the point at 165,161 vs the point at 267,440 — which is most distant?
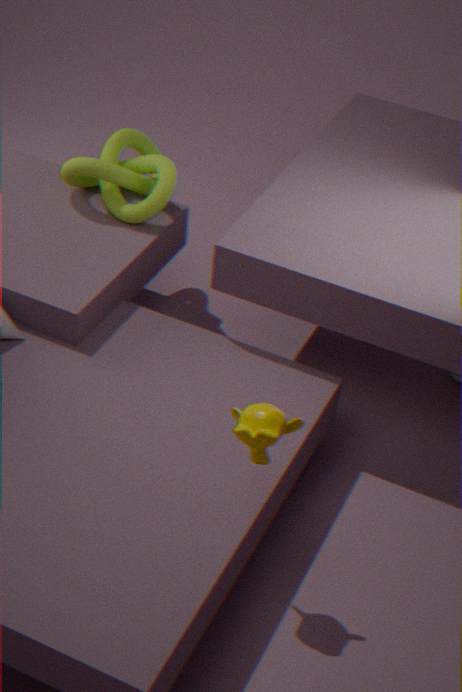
the point at 165,161
